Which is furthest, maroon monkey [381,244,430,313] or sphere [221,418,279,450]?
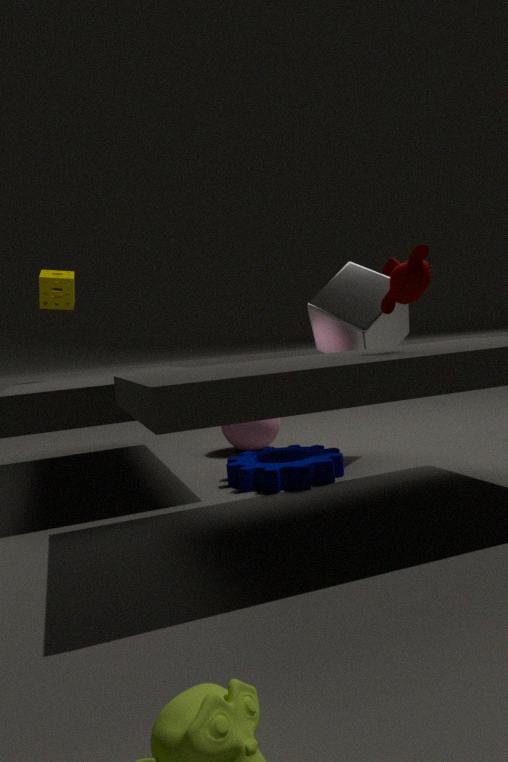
sphere [221,418,279,450]
